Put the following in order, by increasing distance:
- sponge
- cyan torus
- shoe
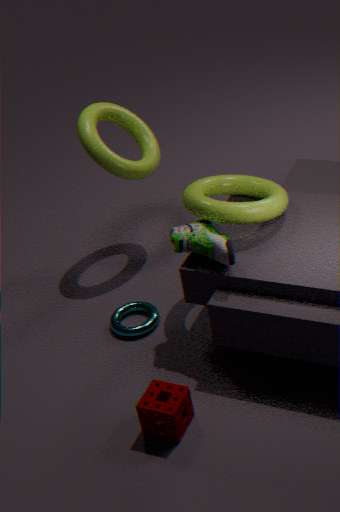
sponge → shoe → cyan torus
